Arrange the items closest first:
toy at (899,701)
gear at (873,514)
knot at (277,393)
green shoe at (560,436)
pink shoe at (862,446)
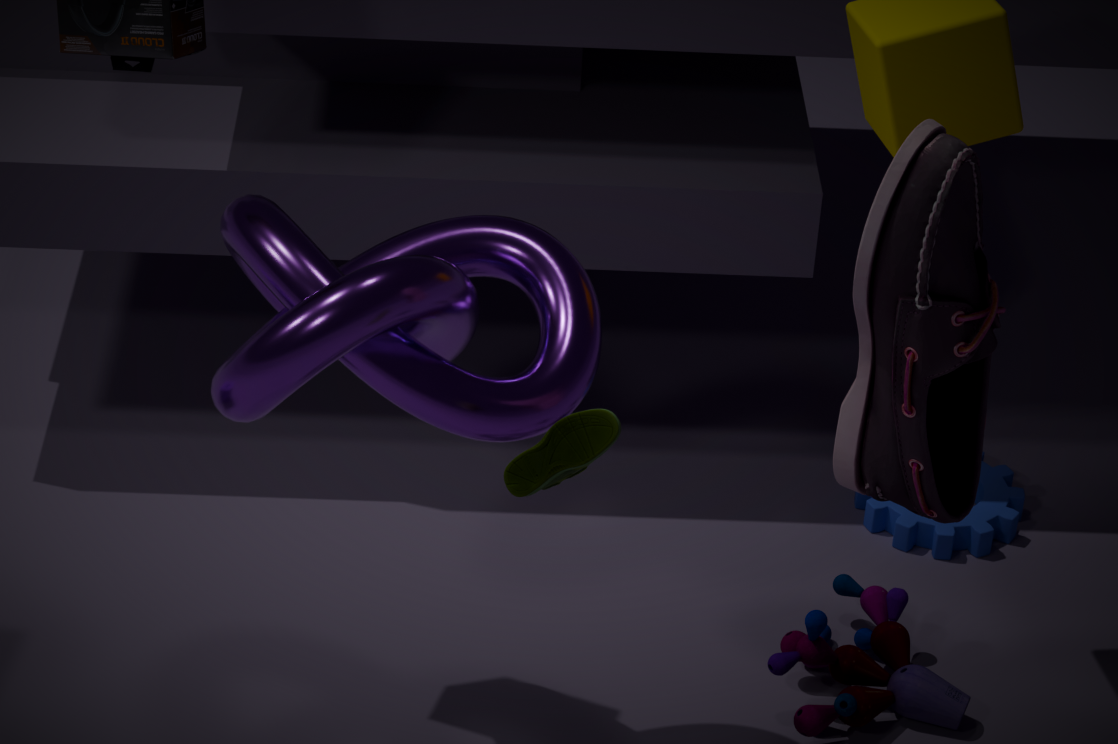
pink shoe at (862,446)
green shoe at (560,436)
knot at (277,393)
toy at (899,701)
gear at (873,514)
